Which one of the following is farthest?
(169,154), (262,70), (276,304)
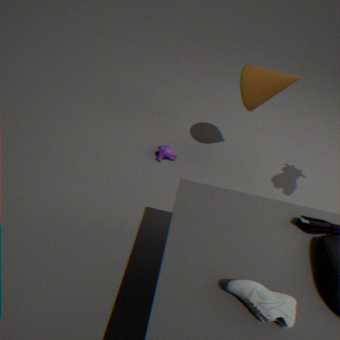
(169,154)
